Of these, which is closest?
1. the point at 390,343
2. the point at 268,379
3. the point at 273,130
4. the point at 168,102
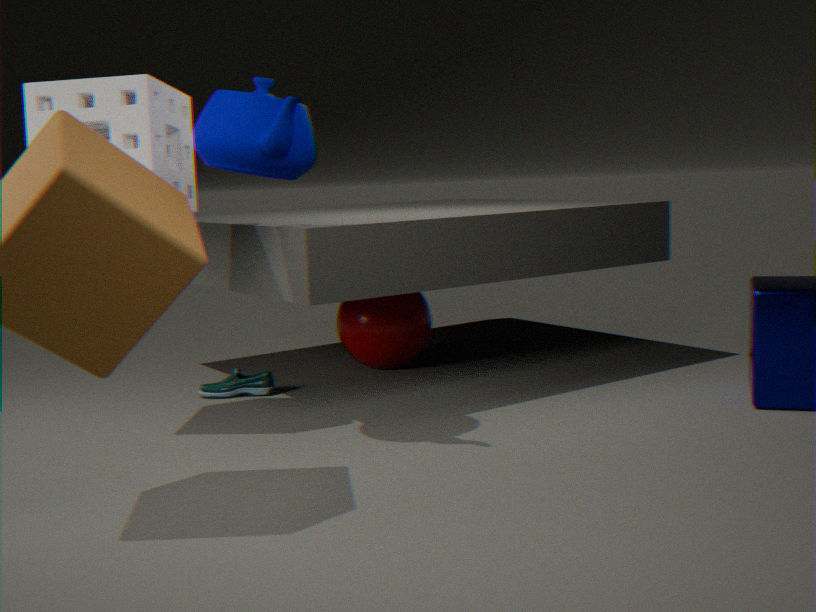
the point at 273,130
